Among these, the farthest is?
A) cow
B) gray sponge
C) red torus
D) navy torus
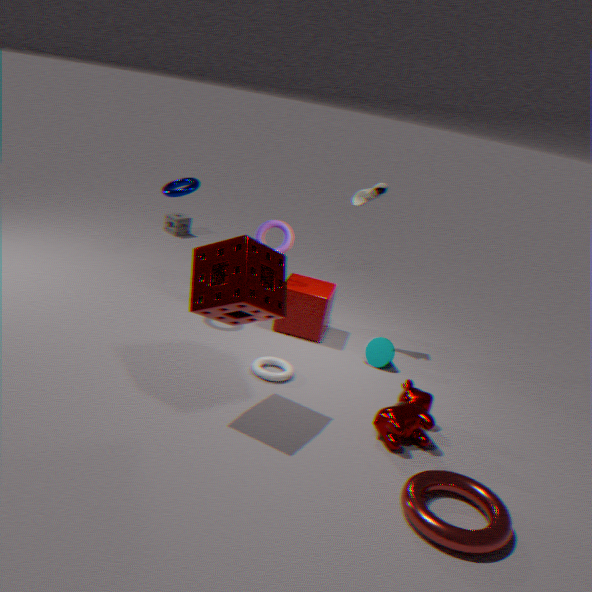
gray sponge
